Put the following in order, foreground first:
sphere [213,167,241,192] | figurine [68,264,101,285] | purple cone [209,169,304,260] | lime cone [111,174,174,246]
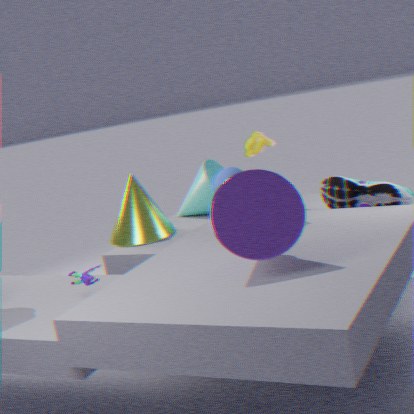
purple cone [209,169,304,260] → sphere [213,167,241,192] → figurine [68,264,101,285] → lime cone [111,174,174,246]
